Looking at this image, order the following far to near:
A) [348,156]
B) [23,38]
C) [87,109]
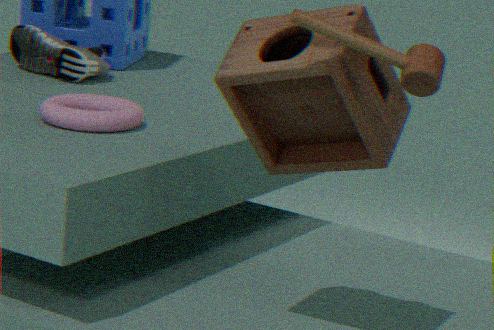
B. [23,38], C. [87,109], A. [348,156]
